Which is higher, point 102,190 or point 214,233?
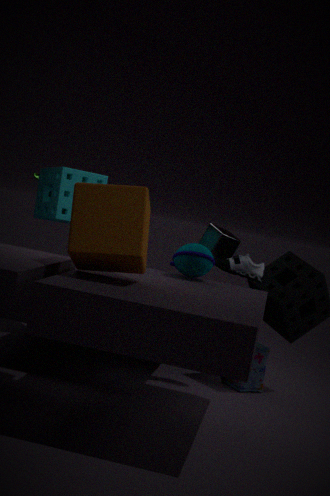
point 102,190
